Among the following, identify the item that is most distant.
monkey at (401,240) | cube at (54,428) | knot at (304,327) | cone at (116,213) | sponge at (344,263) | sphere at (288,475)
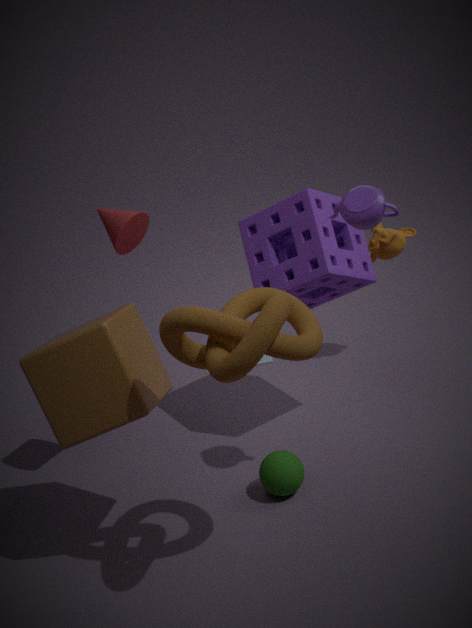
monkey at (401,240)
